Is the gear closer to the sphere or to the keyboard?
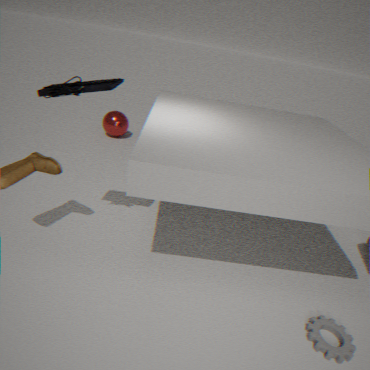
the keyboard
